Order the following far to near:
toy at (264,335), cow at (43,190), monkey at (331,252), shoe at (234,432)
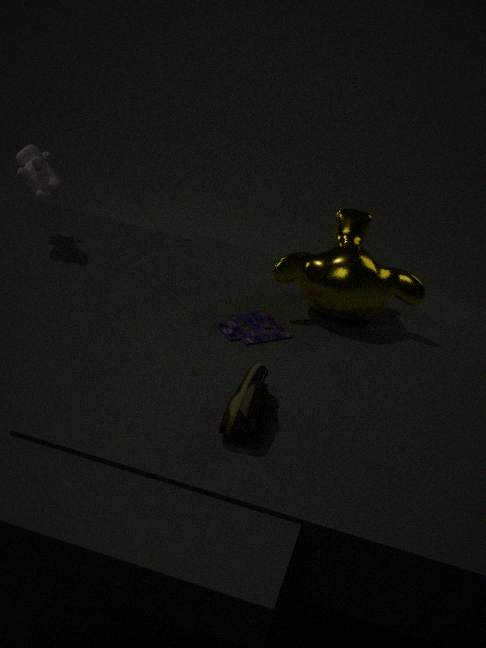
cow at (43,190), monkey at (331,252), toy at (264,335), shoe at (234,432)
